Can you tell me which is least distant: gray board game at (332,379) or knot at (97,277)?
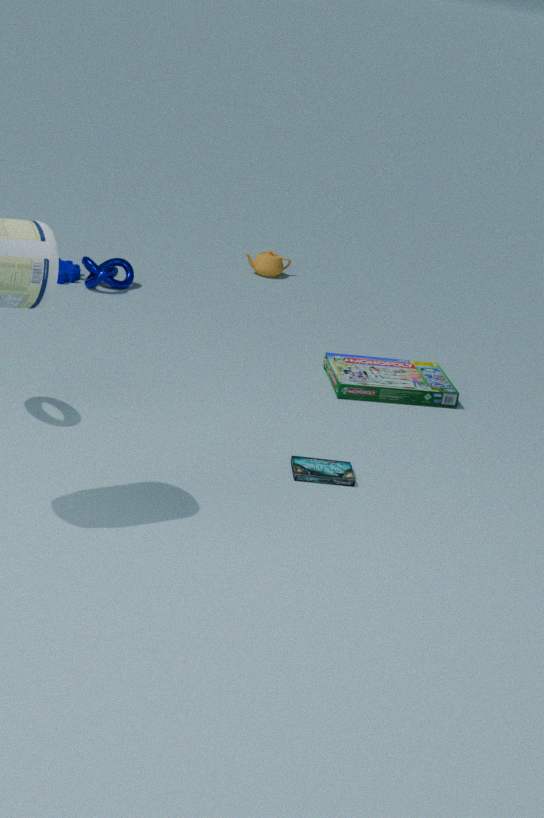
gray board game at (332,379)
